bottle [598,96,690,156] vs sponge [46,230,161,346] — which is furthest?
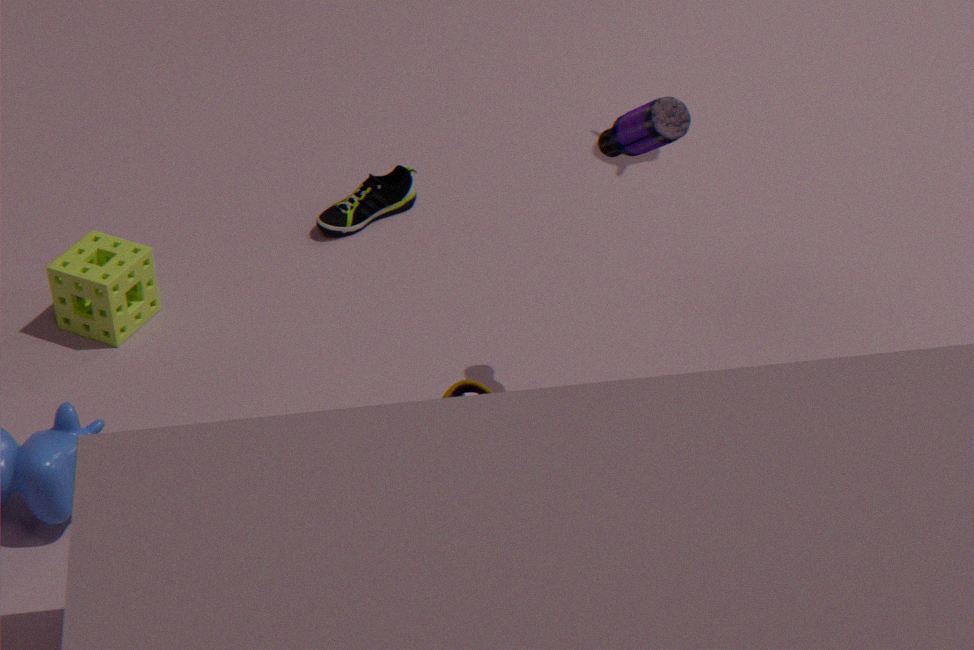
sponge [46,230,161,346]
